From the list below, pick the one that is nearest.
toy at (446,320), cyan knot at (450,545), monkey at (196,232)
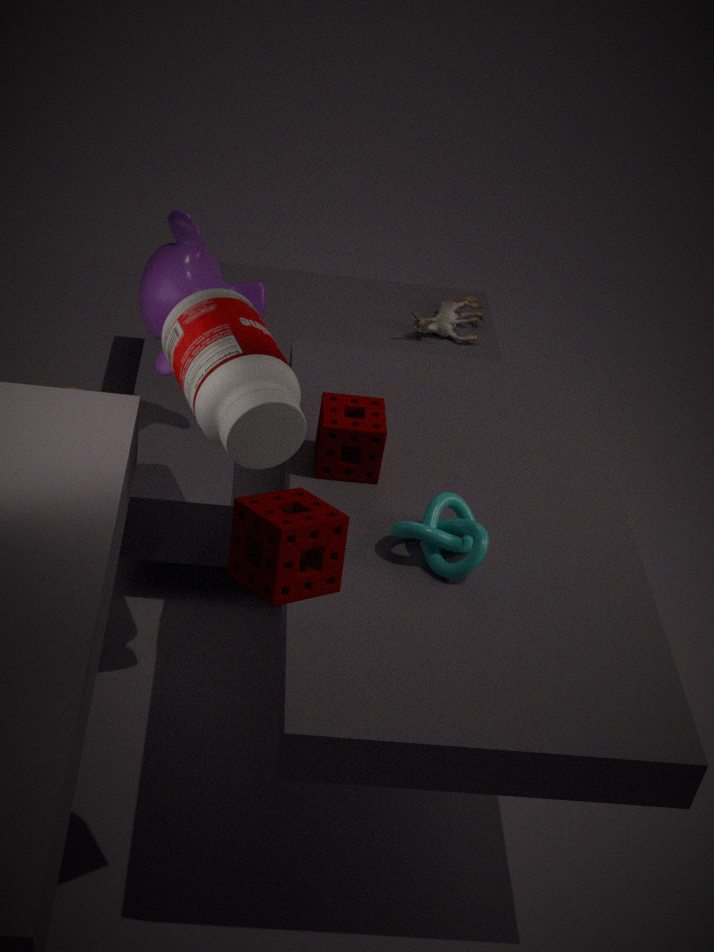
cyan knot at (450,545)
